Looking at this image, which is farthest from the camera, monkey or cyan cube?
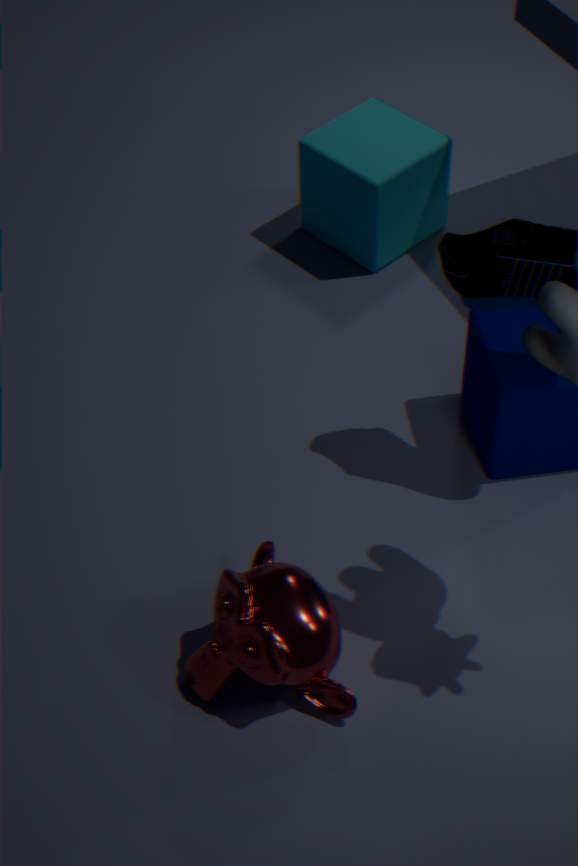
cyan cube
